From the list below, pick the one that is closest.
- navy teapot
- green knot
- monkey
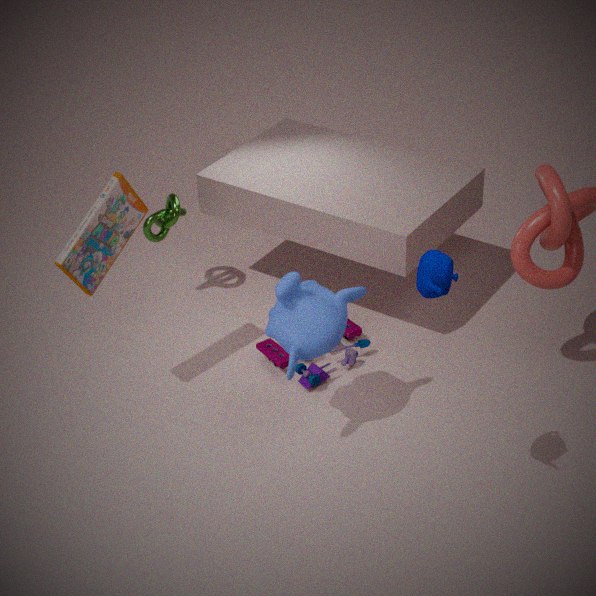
navy teapot
